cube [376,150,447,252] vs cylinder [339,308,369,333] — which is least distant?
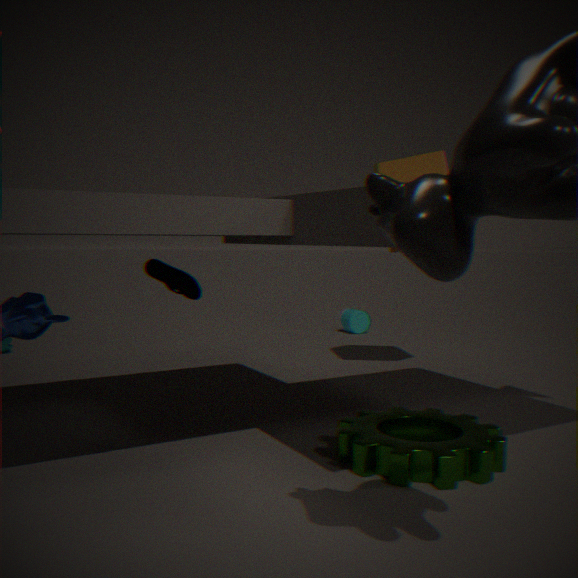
cube [376,150,447,252]
